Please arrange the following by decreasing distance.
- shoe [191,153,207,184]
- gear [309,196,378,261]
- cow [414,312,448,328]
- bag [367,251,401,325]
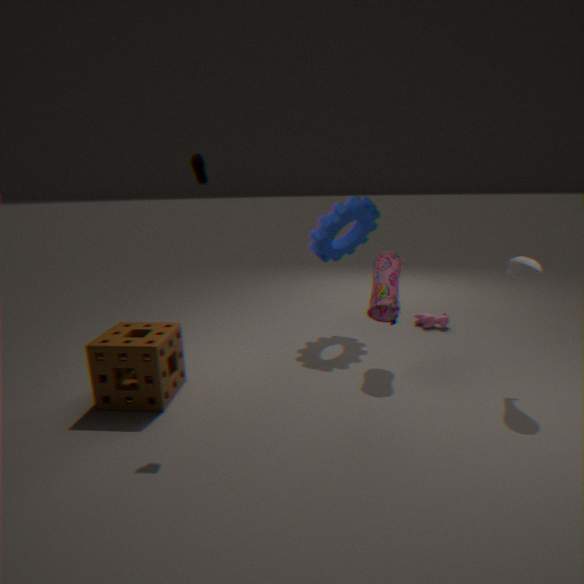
cow [414,312,448,328] → gear [309,196,378,261] → bag [367,251,401,325] → shoe [191,153,207,184]
